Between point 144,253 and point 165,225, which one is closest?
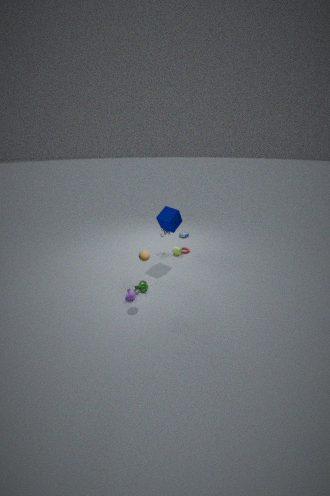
point 144,253
